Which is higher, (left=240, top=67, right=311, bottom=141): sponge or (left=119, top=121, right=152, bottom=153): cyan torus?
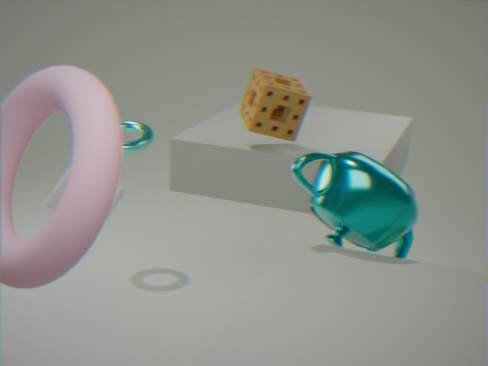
(left=240, top=67, right=311, bottom=141): sponge
